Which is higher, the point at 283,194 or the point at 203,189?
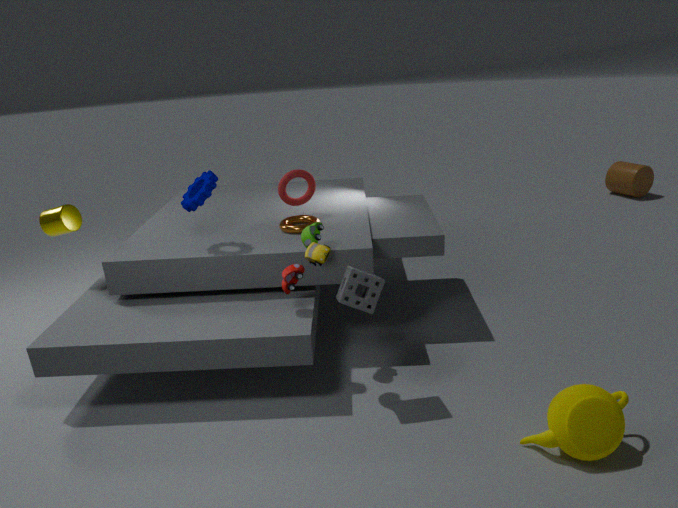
the point at 203,189
